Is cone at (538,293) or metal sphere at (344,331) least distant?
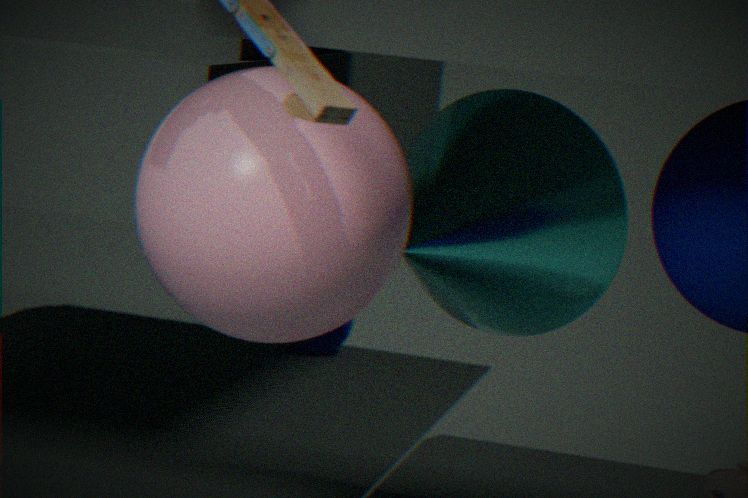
cone at (538,293)
